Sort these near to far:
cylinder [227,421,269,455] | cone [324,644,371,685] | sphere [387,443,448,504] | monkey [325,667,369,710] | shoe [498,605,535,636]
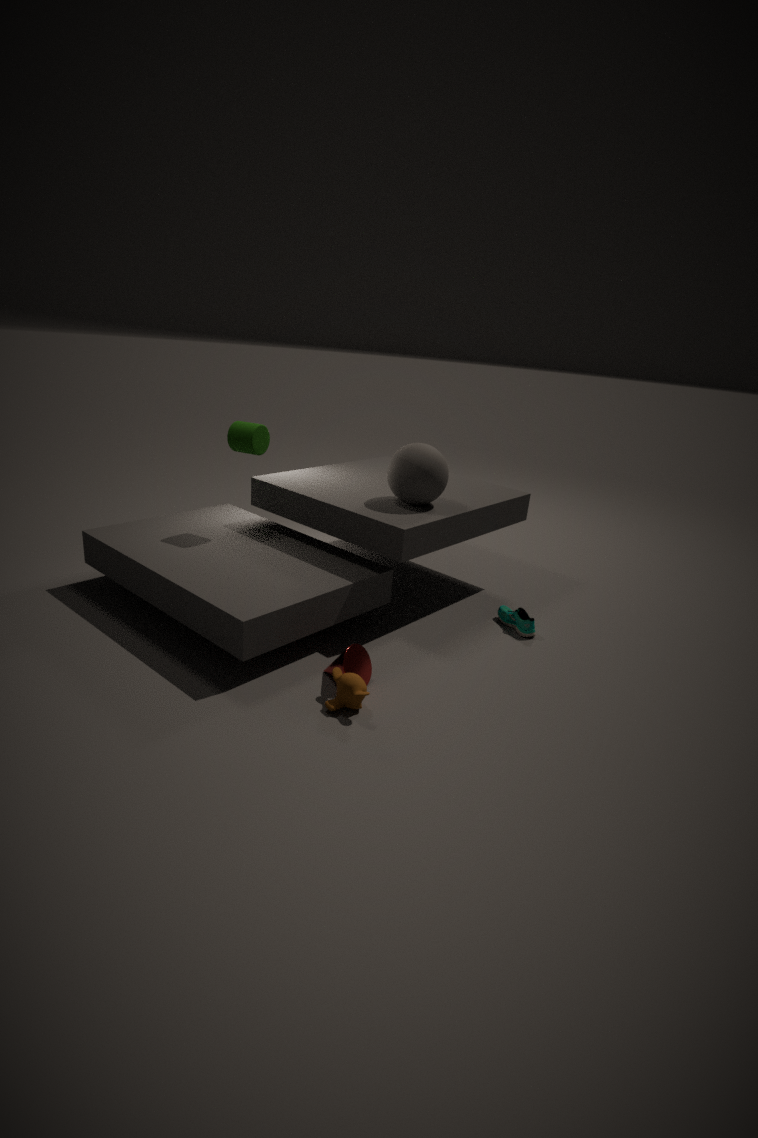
monkey [325,667,369,710] < cone [324,644,371,685] < sphere [387,443,448,504] < shoe [498,605,535,636] < cylinder [227,421,269,455]
